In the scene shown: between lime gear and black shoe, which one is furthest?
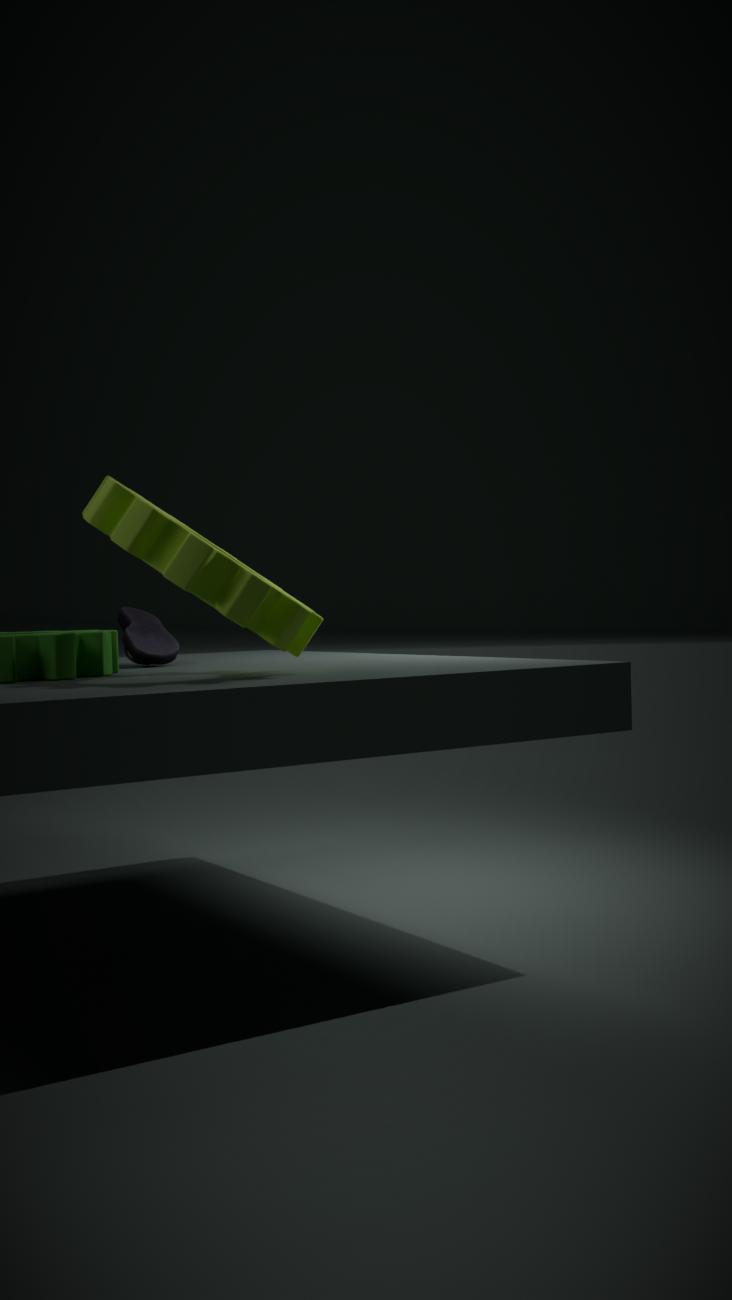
black shoe
